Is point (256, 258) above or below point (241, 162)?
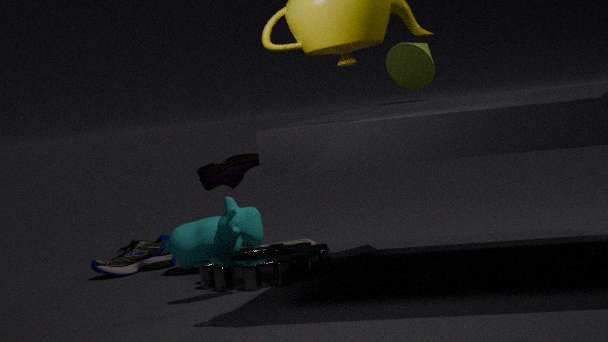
below
